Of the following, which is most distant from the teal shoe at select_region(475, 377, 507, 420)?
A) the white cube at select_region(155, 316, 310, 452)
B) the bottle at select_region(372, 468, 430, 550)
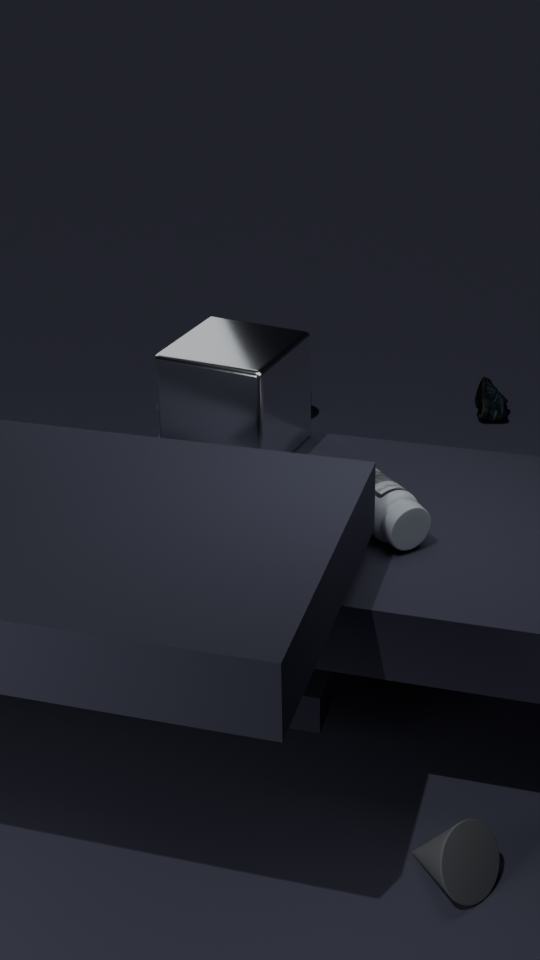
the bottle at select_region(372, 468, 430, 550)
